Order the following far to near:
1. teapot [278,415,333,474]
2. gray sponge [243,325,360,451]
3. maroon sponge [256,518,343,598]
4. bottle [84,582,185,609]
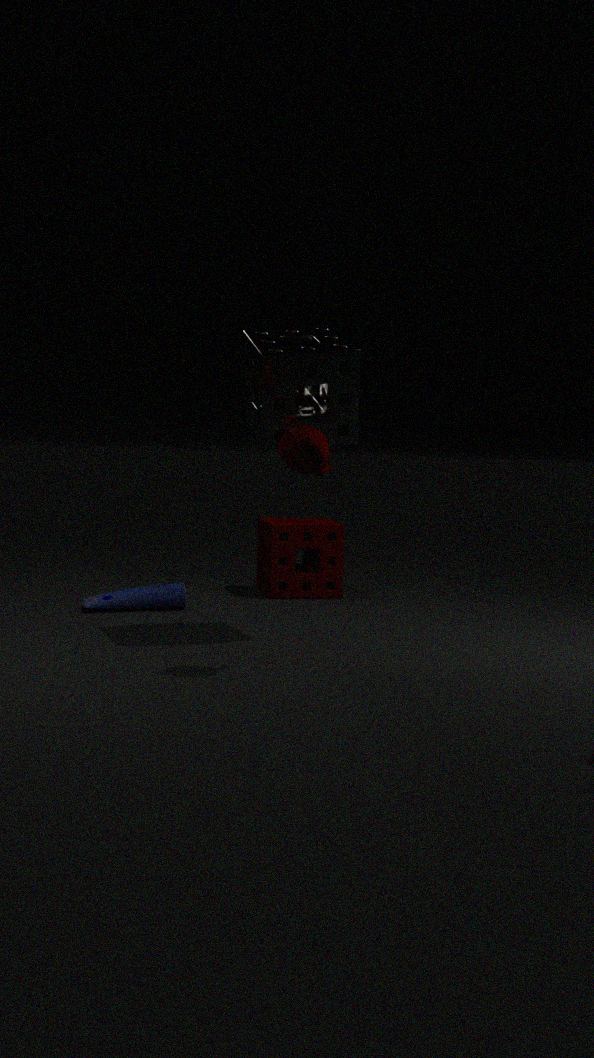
1. maroon sponge [256,518,343,598]
2. bottle [84,582,185,609]
3. gray sponge [243,325,360,451]
4. teapot [278,415,333,474]
